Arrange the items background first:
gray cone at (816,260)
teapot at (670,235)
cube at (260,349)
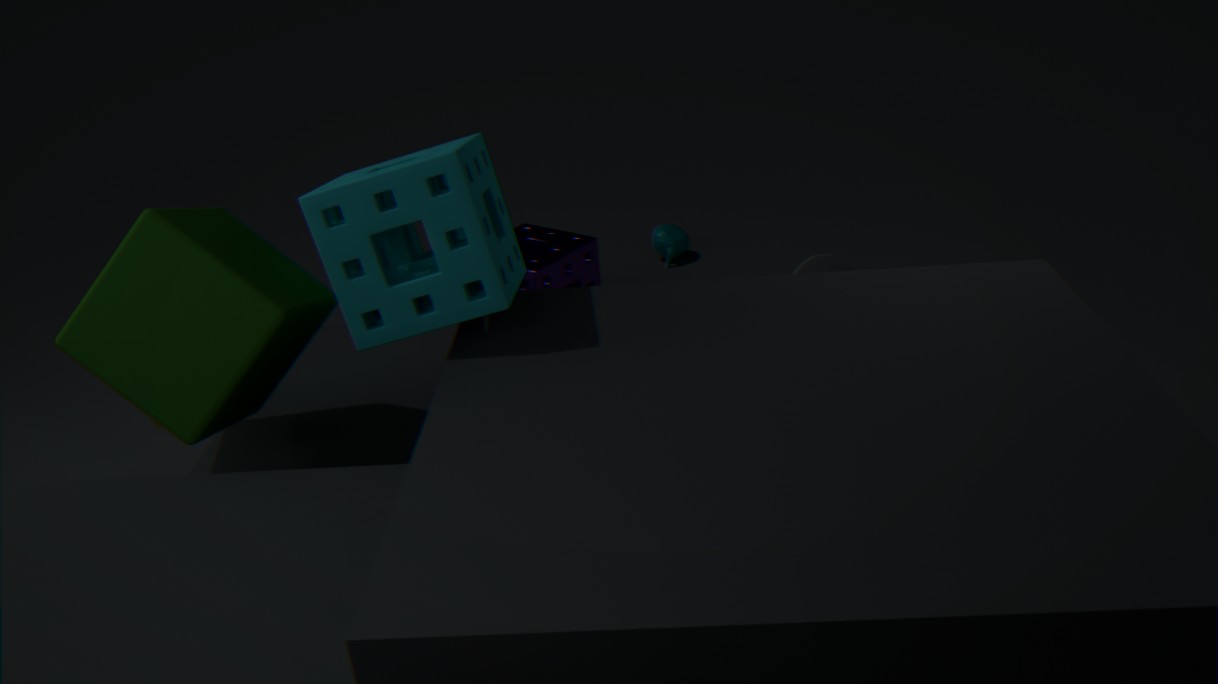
1. teapot at (670,235)
2. gray cone at (816,260)
3. cube at (260,349)
